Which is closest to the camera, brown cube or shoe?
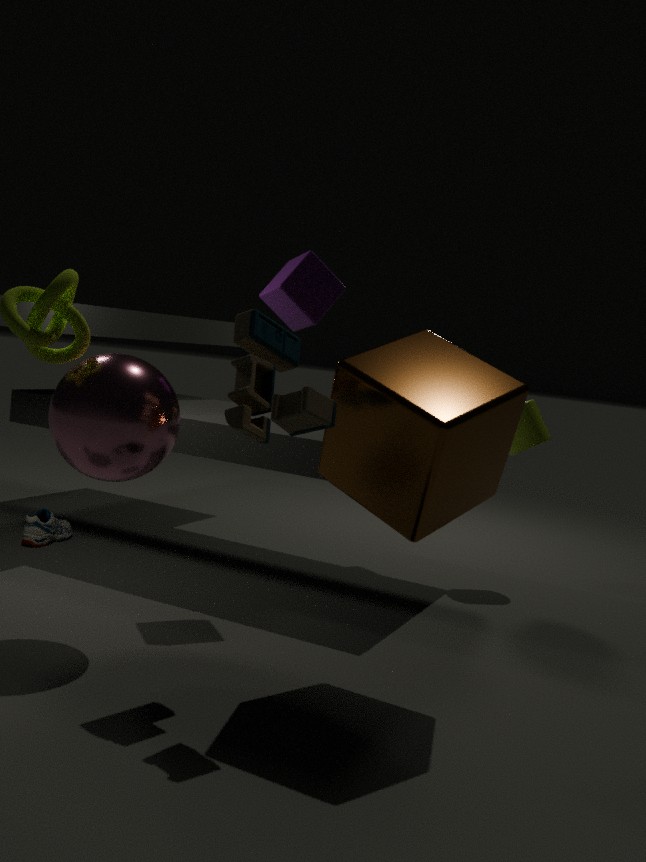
brown cube
